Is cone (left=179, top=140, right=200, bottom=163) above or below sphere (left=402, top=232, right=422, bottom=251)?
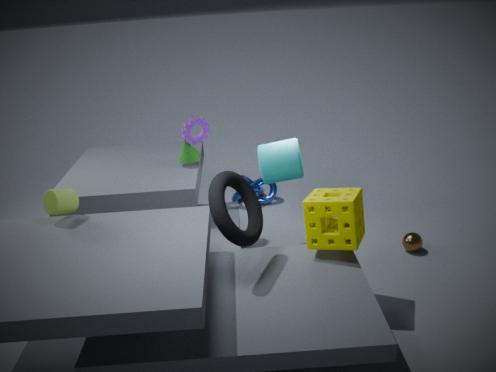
above
